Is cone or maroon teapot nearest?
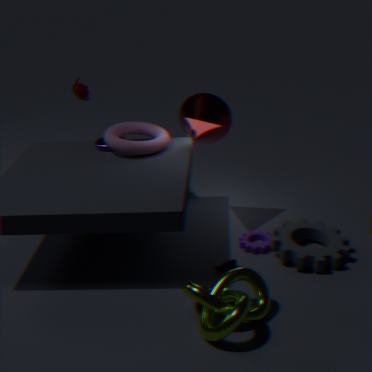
cone
